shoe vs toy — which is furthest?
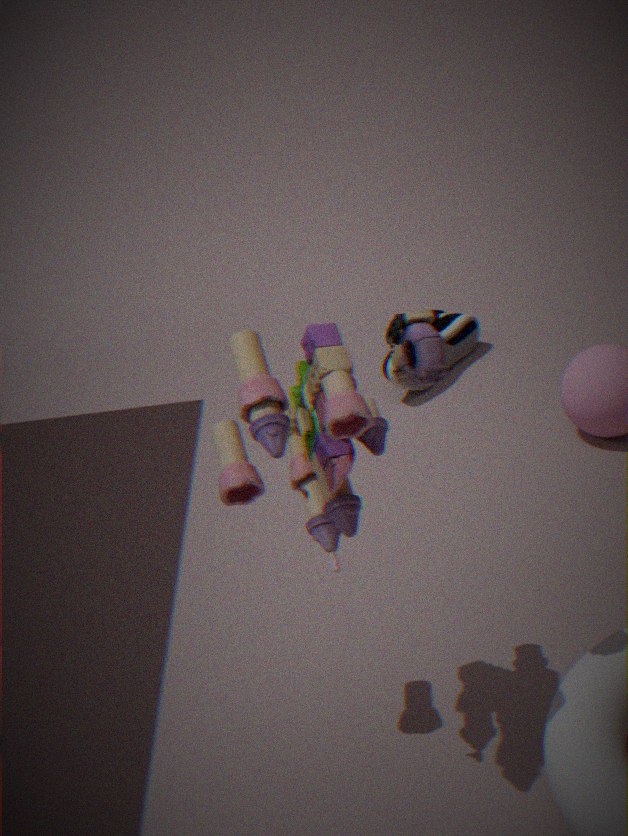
shoe
